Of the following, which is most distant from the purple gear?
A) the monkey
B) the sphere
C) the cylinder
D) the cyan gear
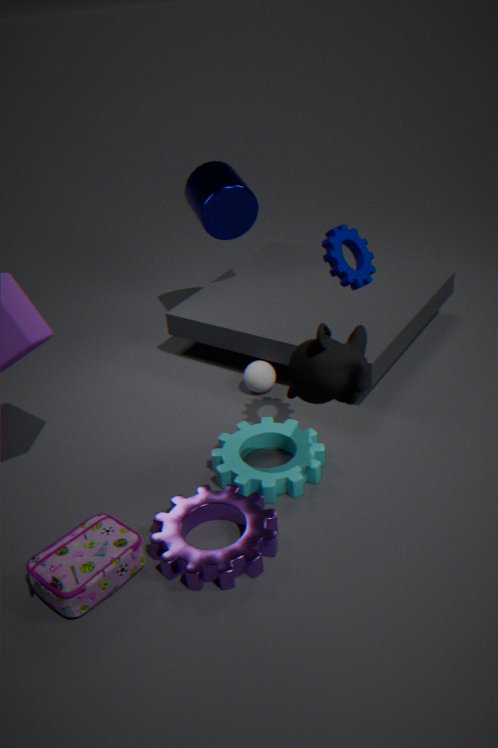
the cylinder
